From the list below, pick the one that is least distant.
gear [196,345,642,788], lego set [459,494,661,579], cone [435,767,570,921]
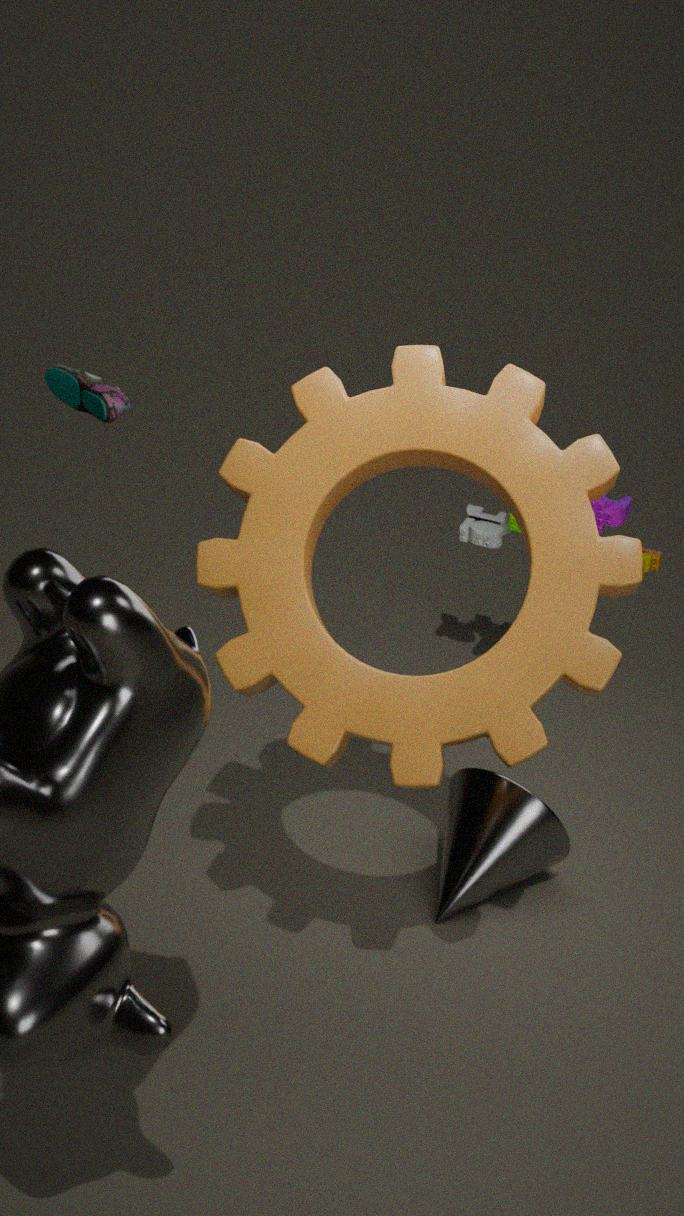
gear [196,345,642,788]
